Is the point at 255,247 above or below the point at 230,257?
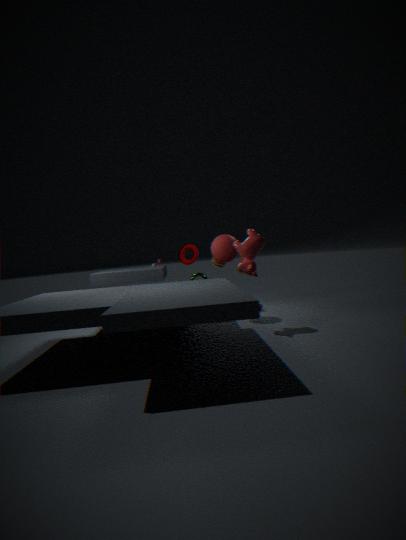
below
